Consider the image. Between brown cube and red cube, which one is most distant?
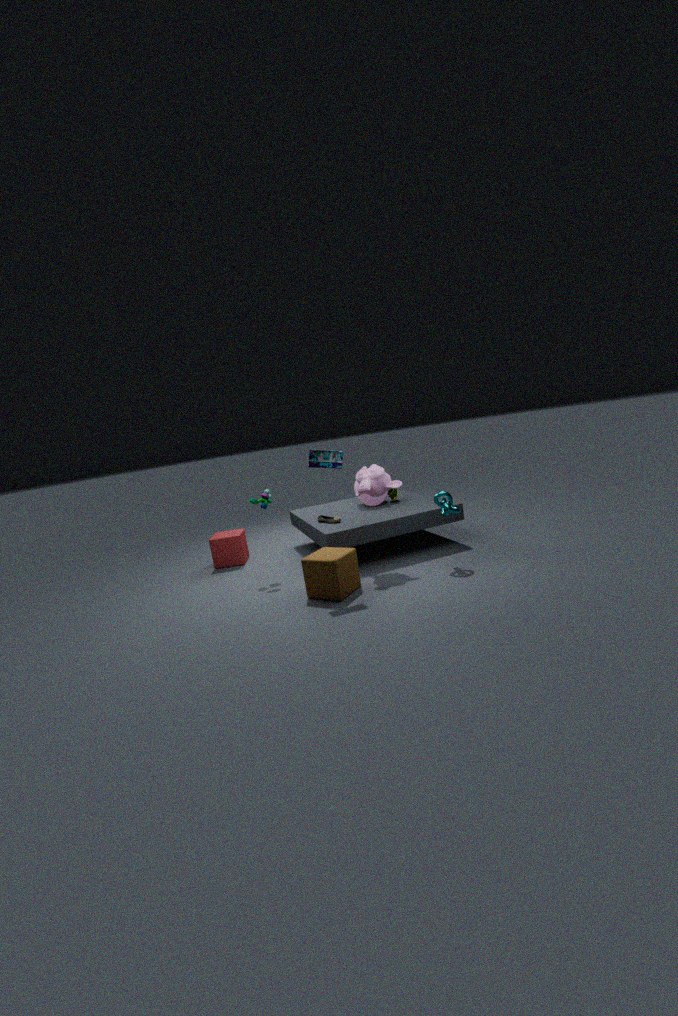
red cube
